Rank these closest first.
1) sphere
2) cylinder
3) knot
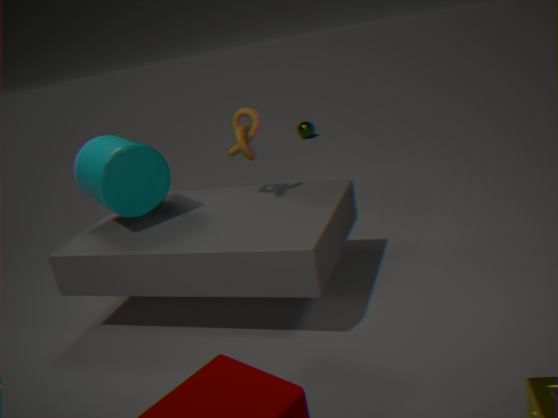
2. cylinder, 3. knot, 1. sphere
